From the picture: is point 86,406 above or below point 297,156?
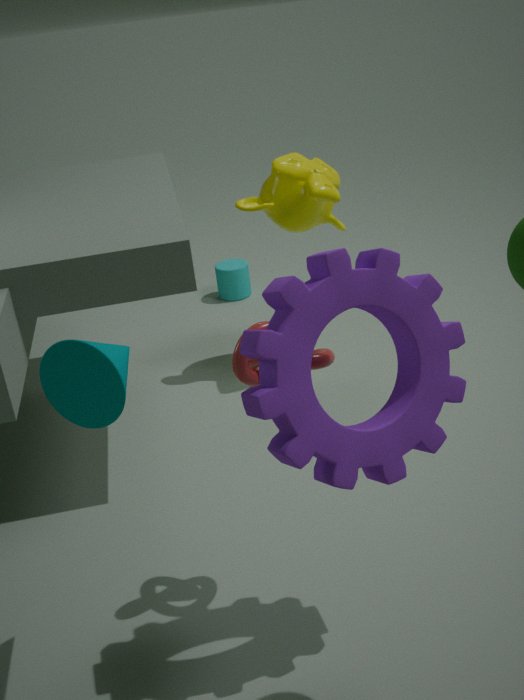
above
